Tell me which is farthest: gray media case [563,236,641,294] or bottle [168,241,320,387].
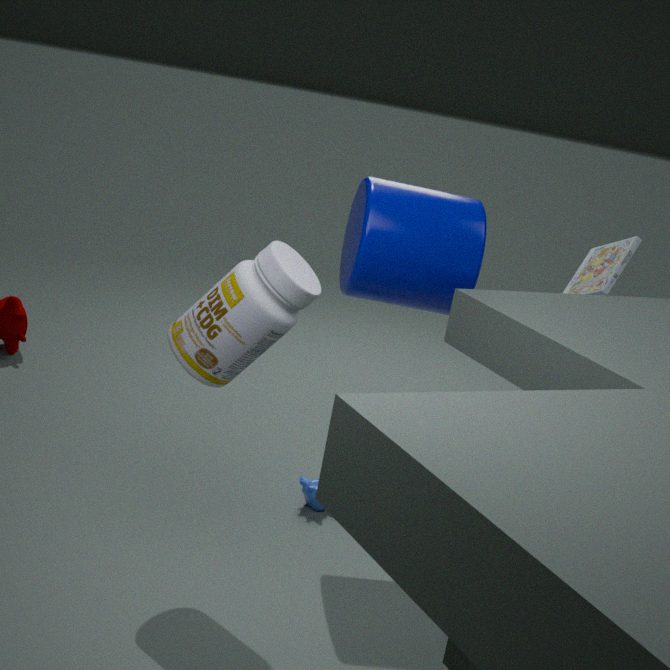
gray media case [563,236,641,294]
